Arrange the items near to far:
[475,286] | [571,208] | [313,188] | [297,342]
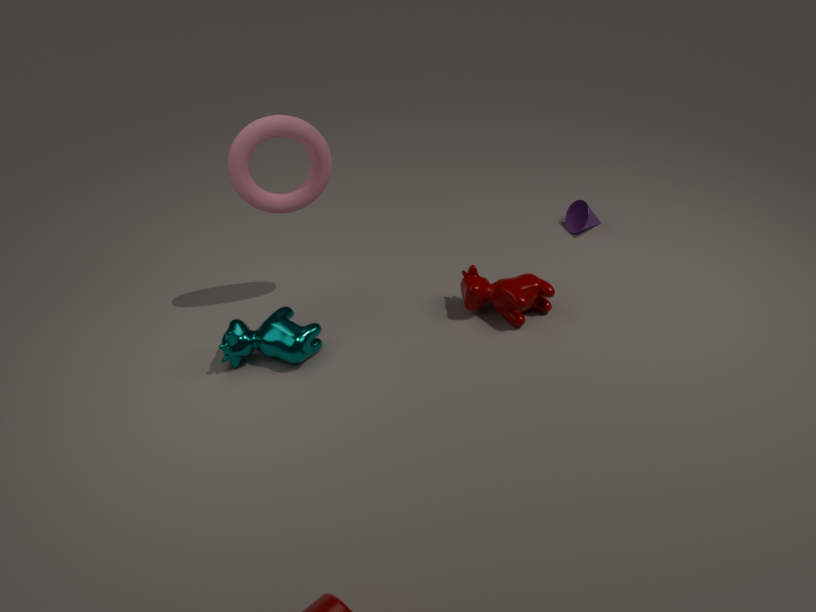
[297,342] < [313,188] < [475,286] < [571,208]
